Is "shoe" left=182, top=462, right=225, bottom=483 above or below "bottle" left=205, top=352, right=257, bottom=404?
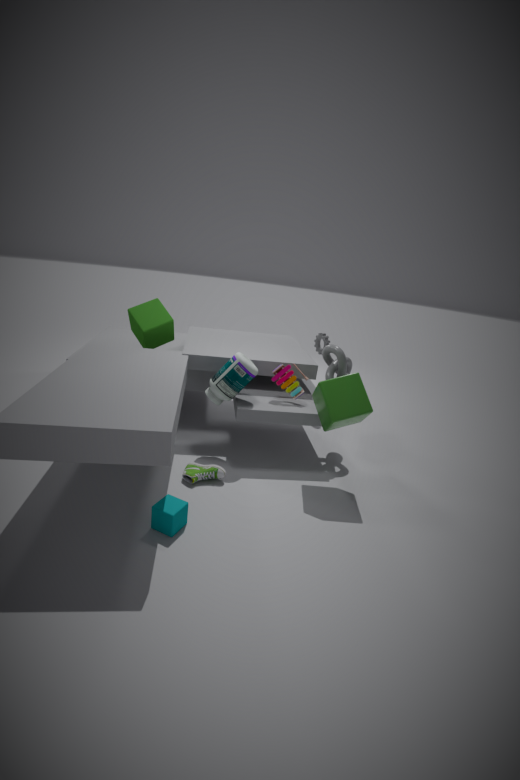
below
